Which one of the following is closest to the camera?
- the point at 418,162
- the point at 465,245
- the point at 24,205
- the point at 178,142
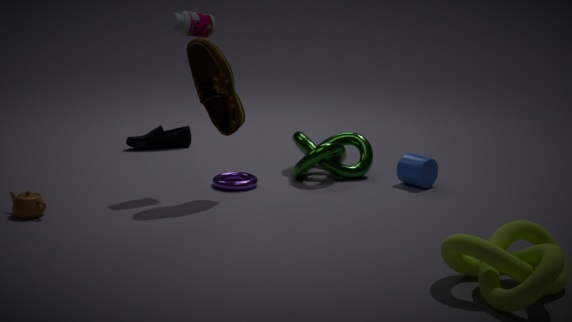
the point at 465,245
